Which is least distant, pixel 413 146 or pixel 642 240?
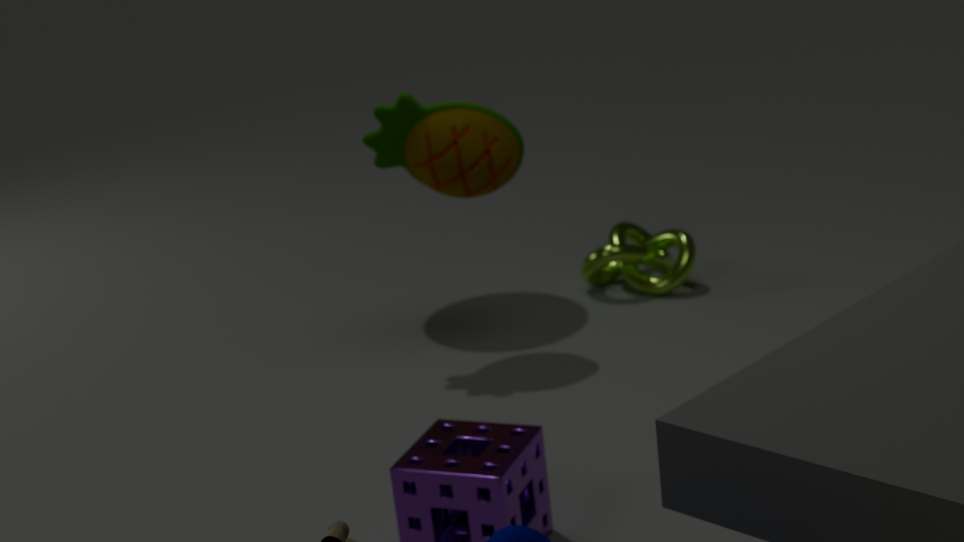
pixel 413 146
